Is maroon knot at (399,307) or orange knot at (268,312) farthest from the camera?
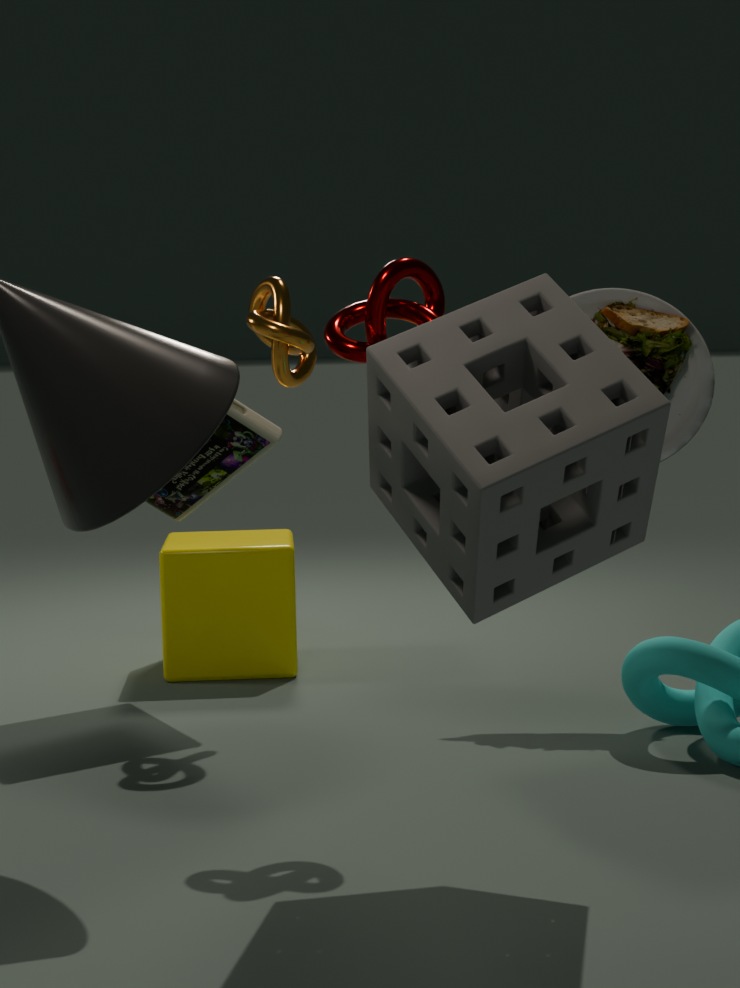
orange knot at (268,312)
